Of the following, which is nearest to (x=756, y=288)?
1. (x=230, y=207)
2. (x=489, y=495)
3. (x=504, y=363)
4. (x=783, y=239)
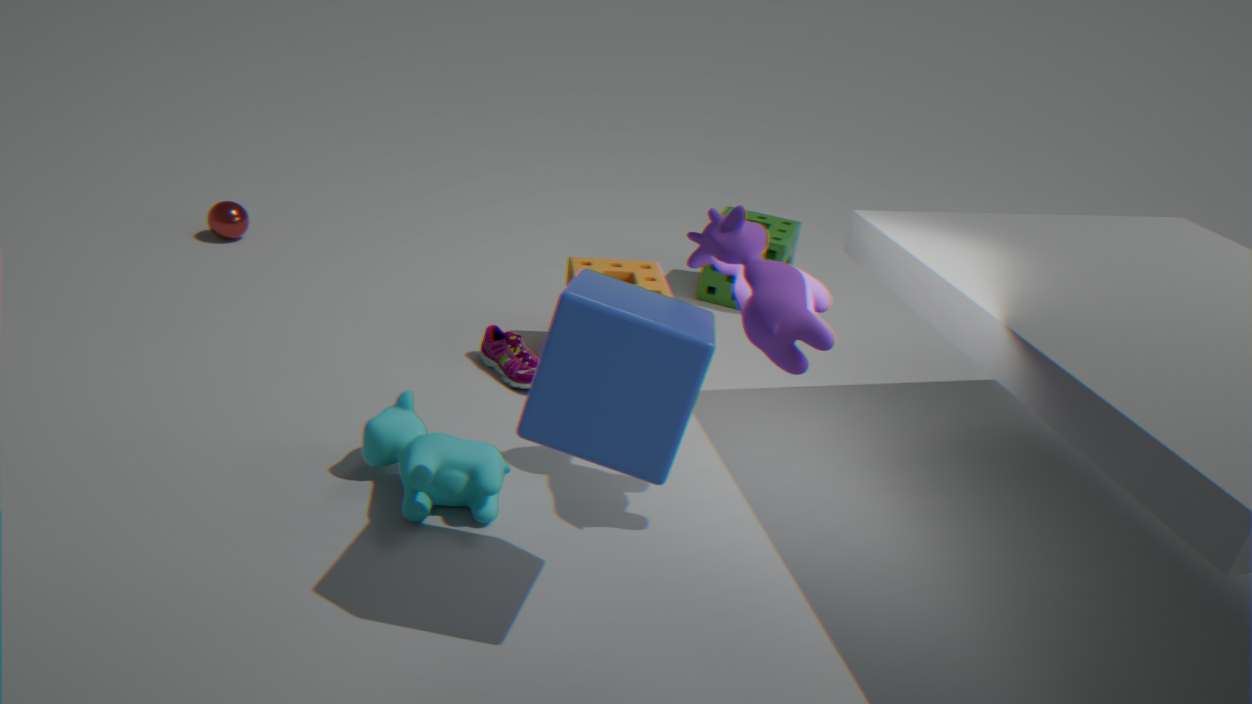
(x=489, y=495)
